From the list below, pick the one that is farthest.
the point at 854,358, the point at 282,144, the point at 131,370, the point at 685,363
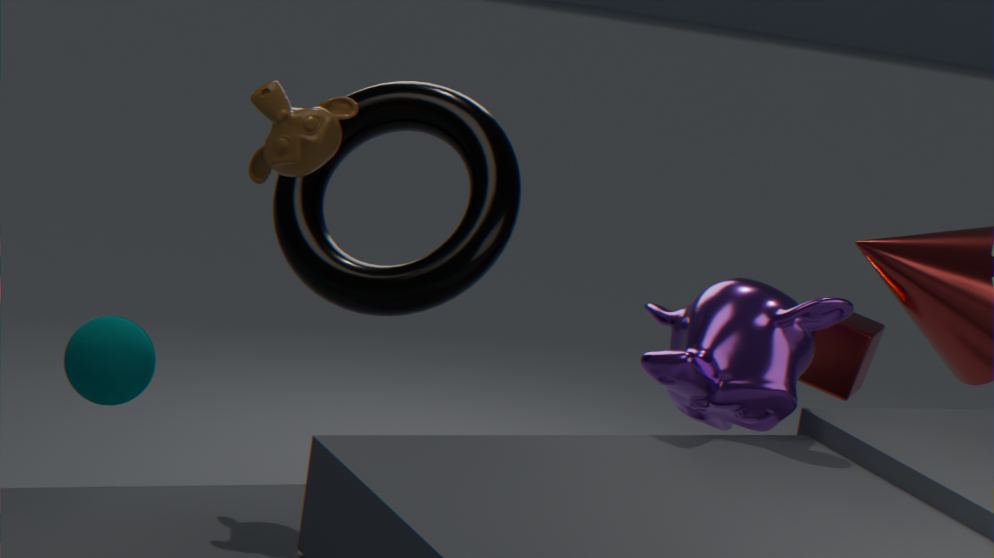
the point at 854,358
